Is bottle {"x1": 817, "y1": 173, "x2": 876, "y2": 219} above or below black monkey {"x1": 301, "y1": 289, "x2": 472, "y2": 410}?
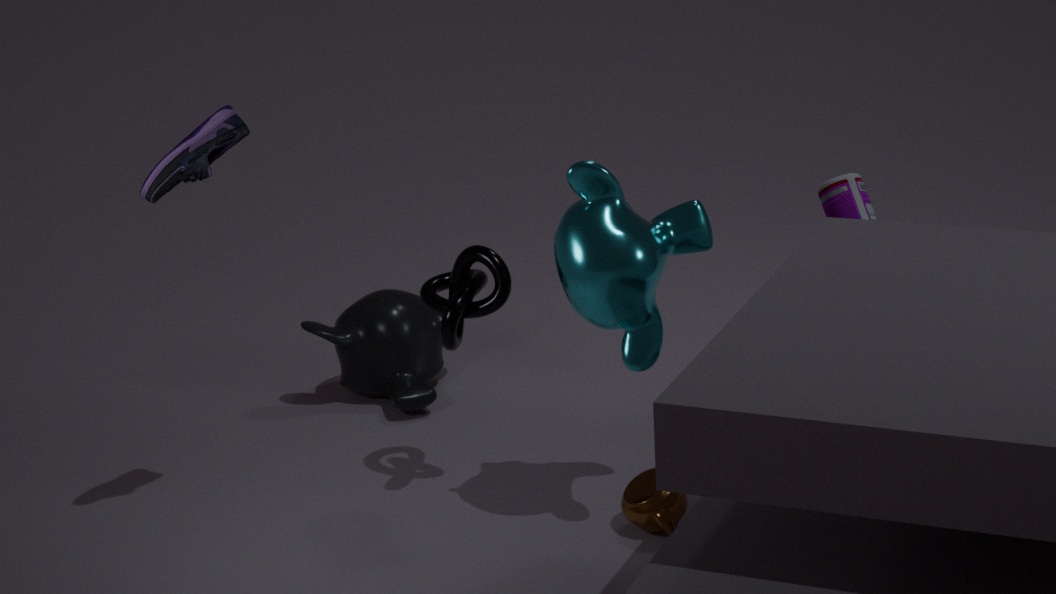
above
